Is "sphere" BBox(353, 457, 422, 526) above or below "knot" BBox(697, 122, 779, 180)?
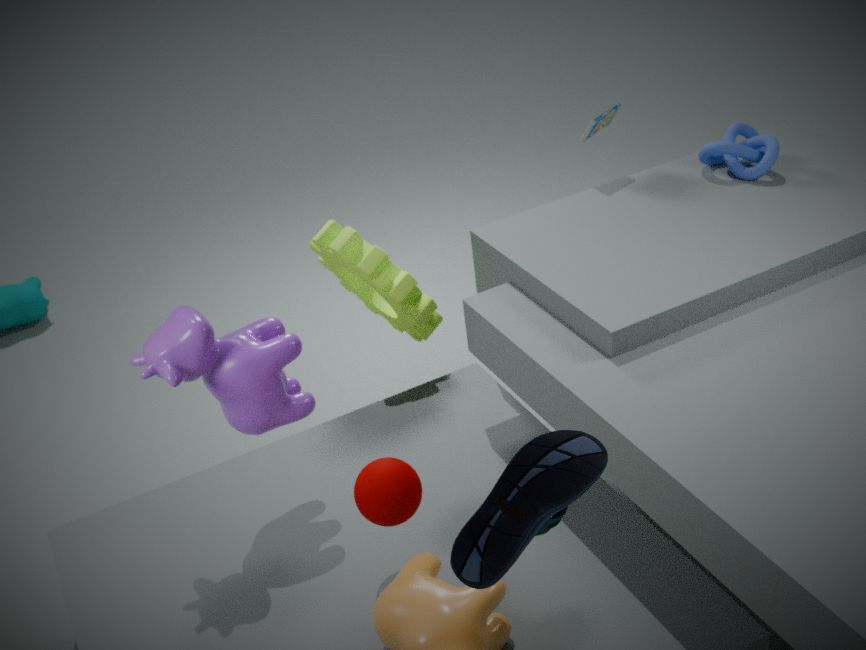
below
